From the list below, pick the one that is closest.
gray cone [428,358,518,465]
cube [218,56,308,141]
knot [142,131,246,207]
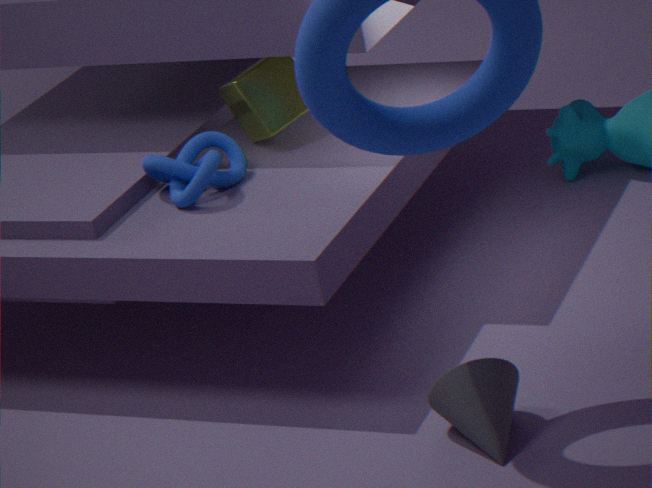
gray cone [428,358,518,465]
